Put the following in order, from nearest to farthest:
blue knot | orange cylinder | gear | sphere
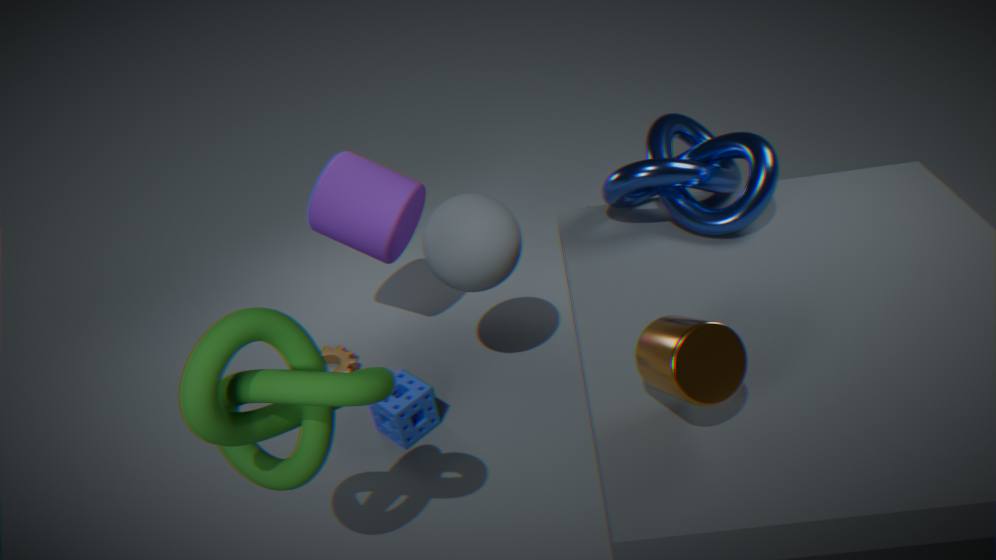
orange cylinder < blue knot < sphere < gear
